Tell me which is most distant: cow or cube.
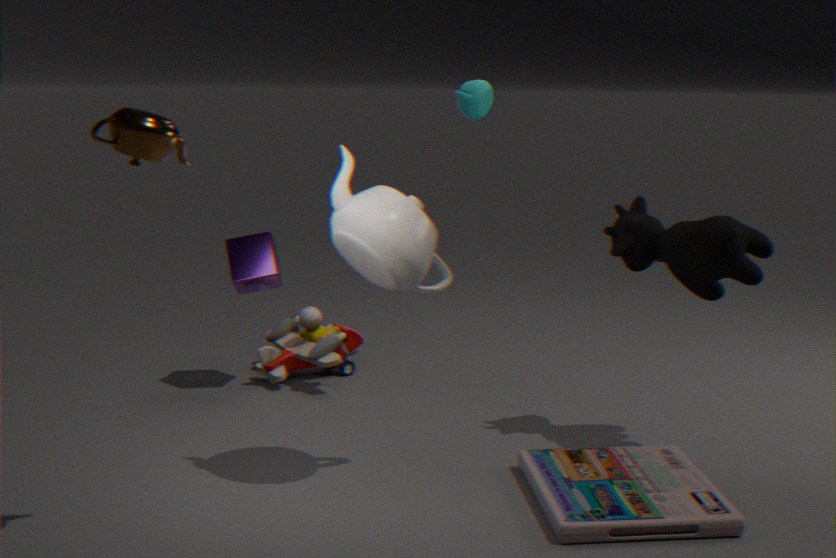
cube
